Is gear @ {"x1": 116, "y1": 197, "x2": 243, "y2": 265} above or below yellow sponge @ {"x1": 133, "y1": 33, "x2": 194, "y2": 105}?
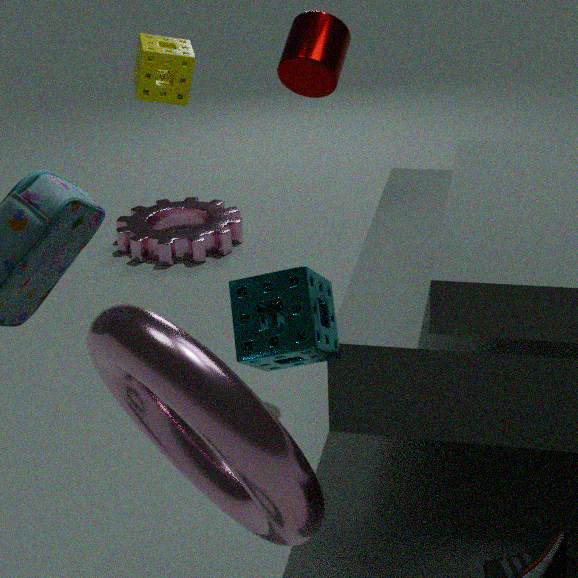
below
